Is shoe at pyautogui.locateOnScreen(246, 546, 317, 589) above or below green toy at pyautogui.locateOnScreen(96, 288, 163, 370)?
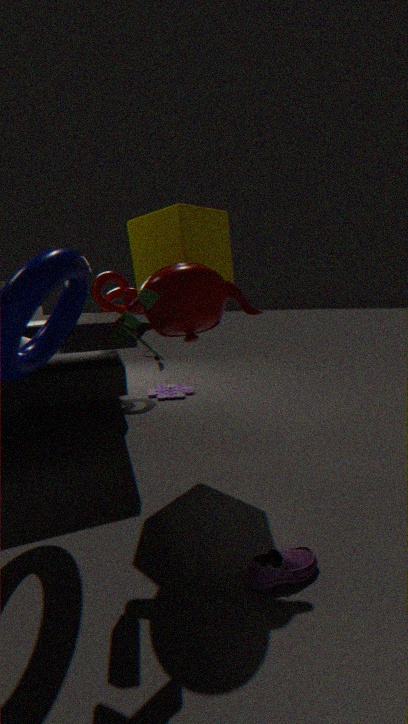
below
